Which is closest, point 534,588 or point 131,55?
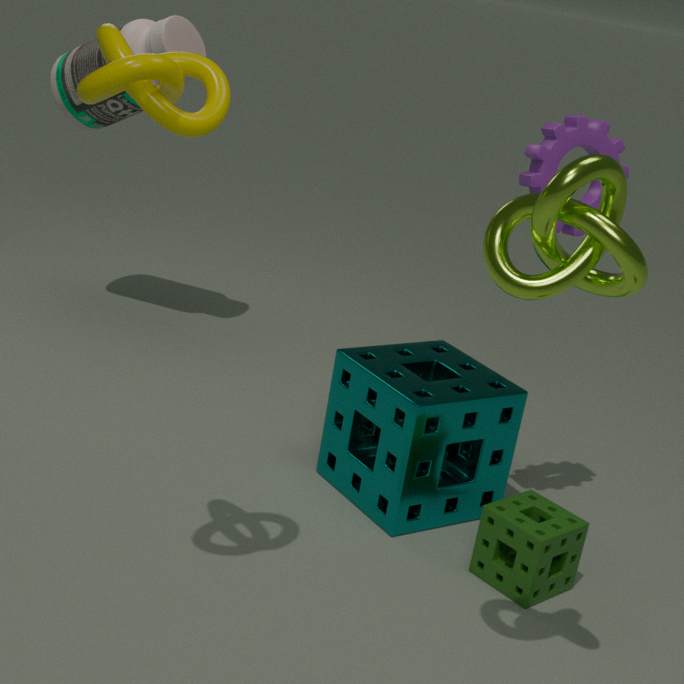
point 131,55
